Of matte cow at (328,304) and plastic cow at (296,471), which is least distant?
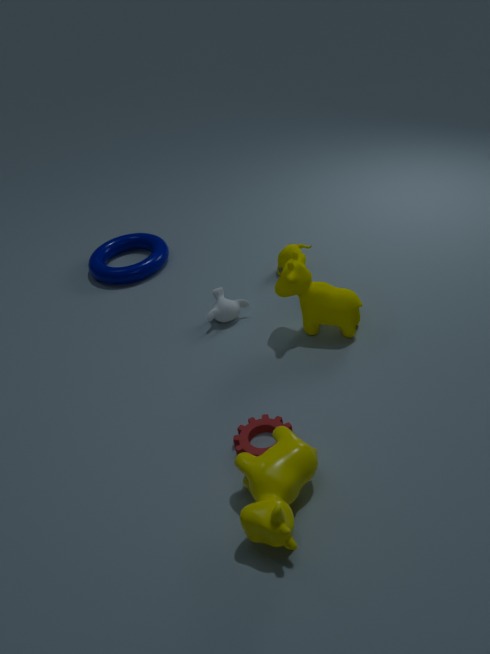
plastic cow at (296,471)
